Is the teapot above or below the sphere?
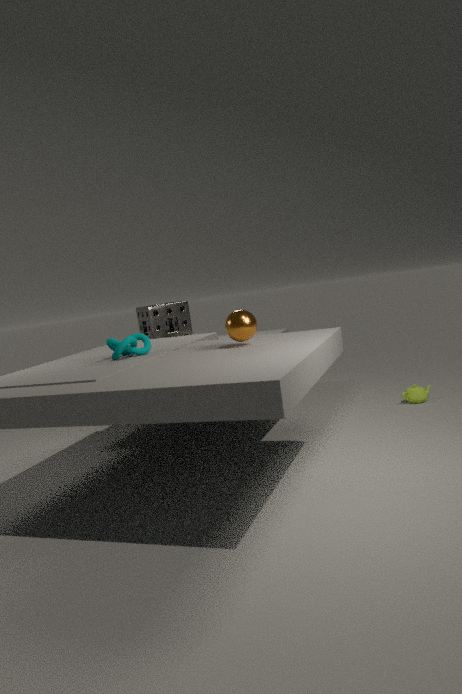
below
